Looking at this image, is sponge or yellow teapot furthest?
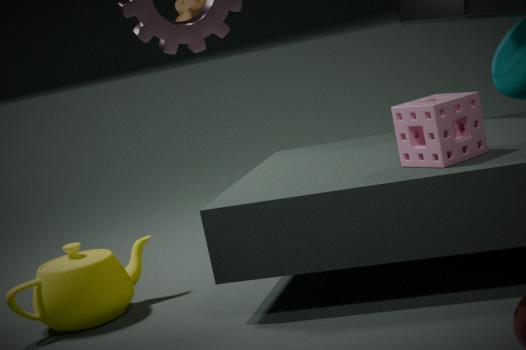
yellow teapot
